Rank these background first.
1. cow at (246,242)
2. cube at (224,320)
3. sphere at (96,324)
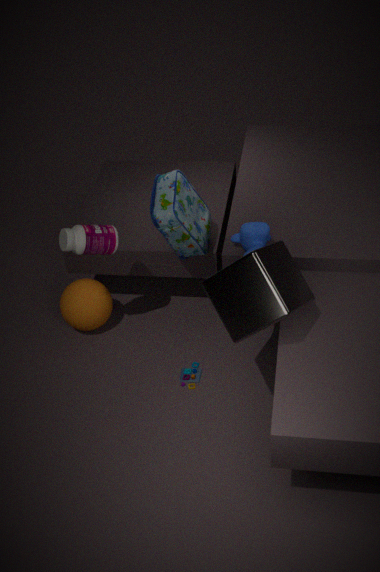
sphere at (96,324)
cow at (246,242)
cube at (224,320)
